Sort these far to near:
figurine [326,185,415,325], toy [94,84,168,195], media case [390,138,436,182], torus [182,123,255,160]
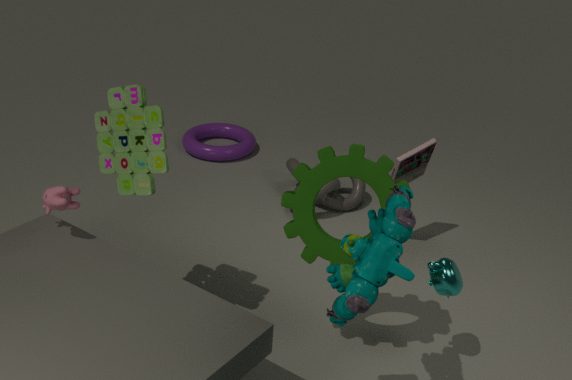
torus [182,123,255,160]
media case [390,138,436,182]
toy [94,84,168,195]
figurine [326,185,415,325]
